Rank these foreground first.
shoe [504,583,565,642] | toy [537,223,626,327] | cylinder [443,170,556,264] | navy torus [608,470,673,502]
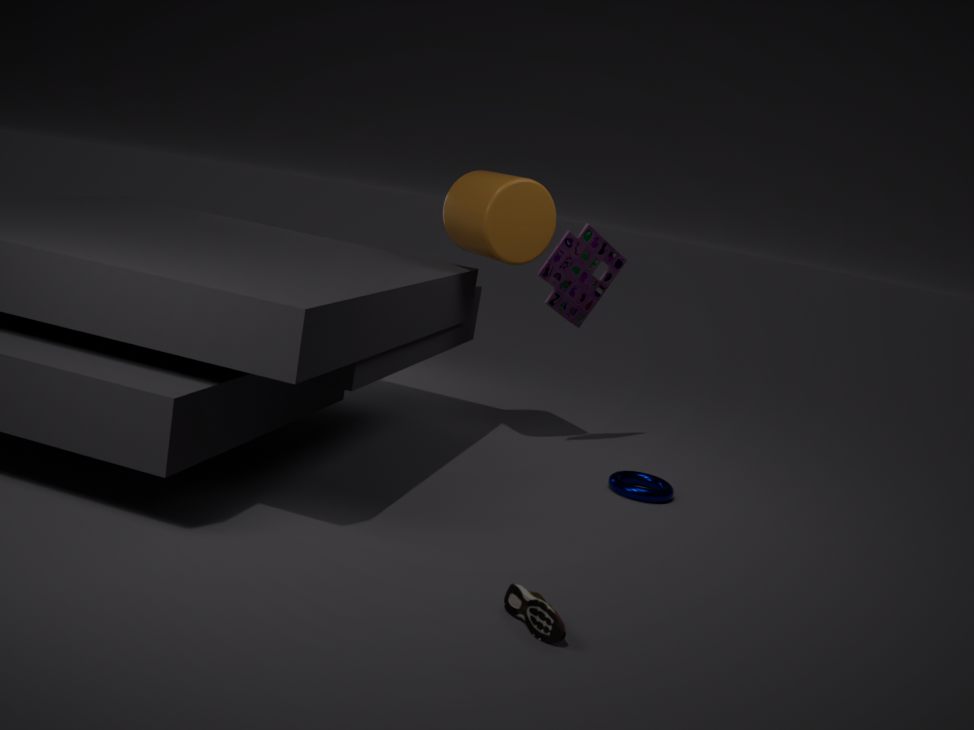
shoe [504,583,565,642]
navy torus [608,470,673,502]
cylinder [443,170,556,264]
toy [537,223,626,327]
